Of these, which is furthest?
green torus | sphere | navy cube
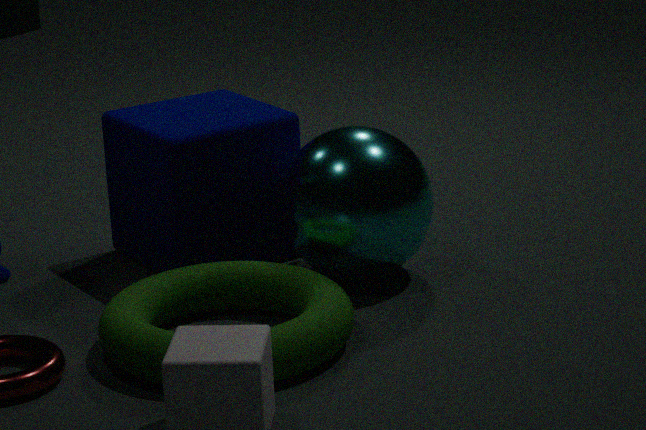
navy cube
